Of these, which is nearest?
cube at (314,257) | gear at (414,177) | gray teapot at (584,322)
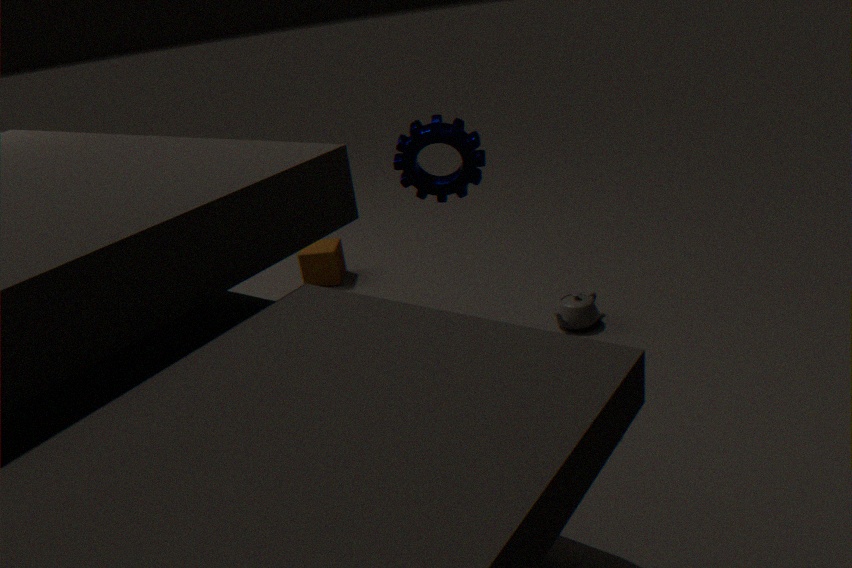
gear at (414,177)
